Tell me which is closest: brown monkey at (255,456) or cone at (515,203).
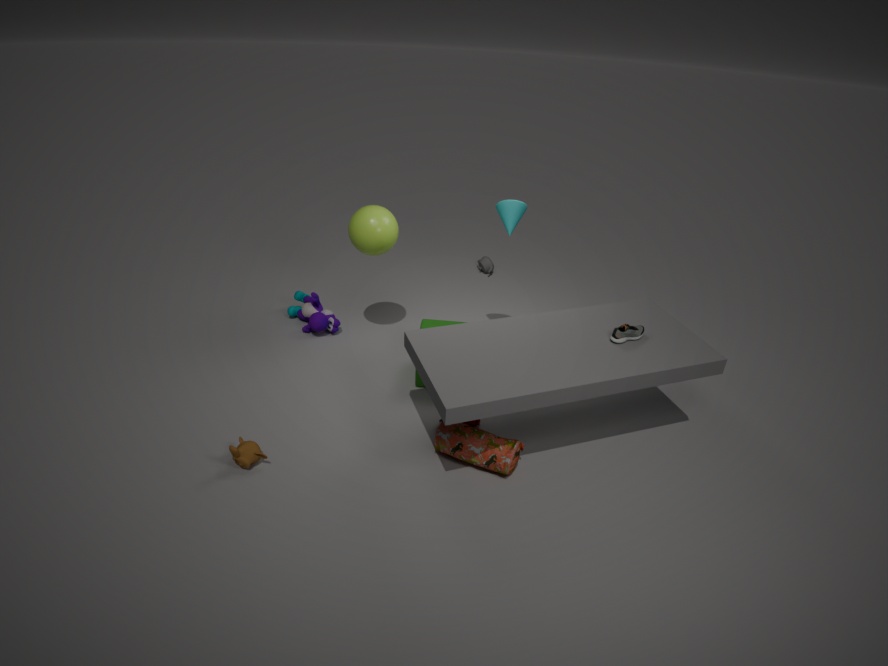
brown monkey at (255,456)
